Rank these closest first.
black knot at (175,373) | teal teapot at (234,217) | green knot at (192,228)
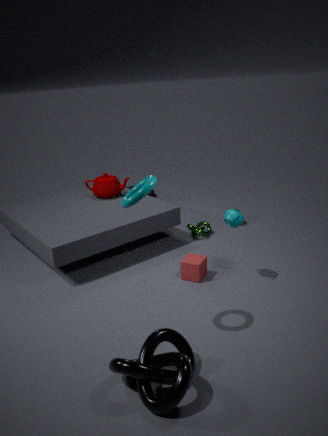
black knot at (175,373), teal teapot at (234,217), green knot at (192,228)
